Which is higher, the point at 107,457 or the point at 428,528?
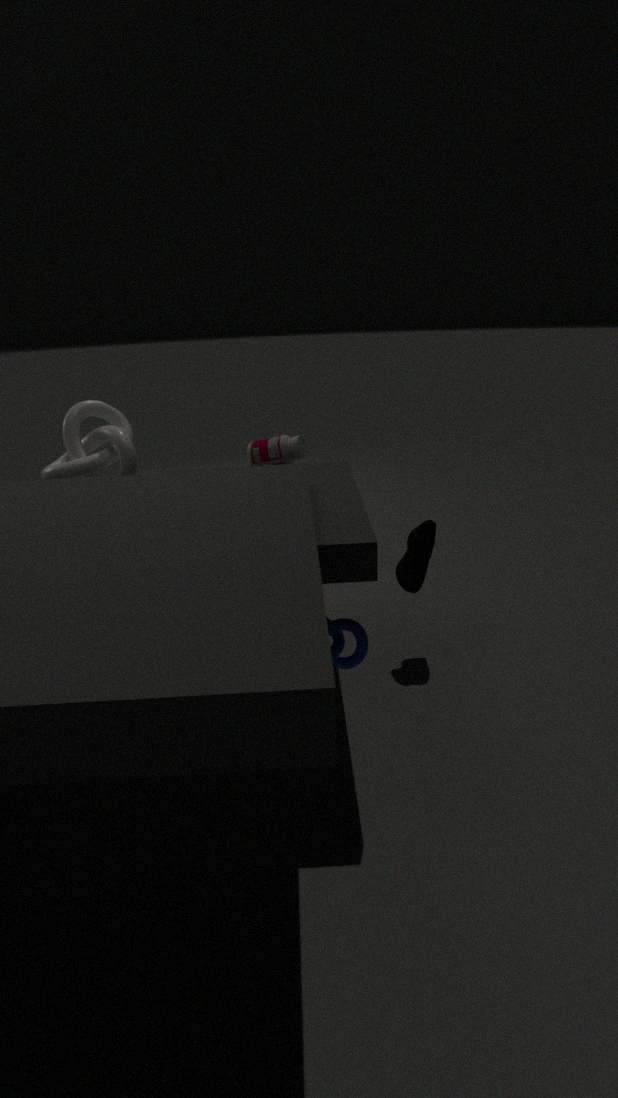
the point at 107,457
